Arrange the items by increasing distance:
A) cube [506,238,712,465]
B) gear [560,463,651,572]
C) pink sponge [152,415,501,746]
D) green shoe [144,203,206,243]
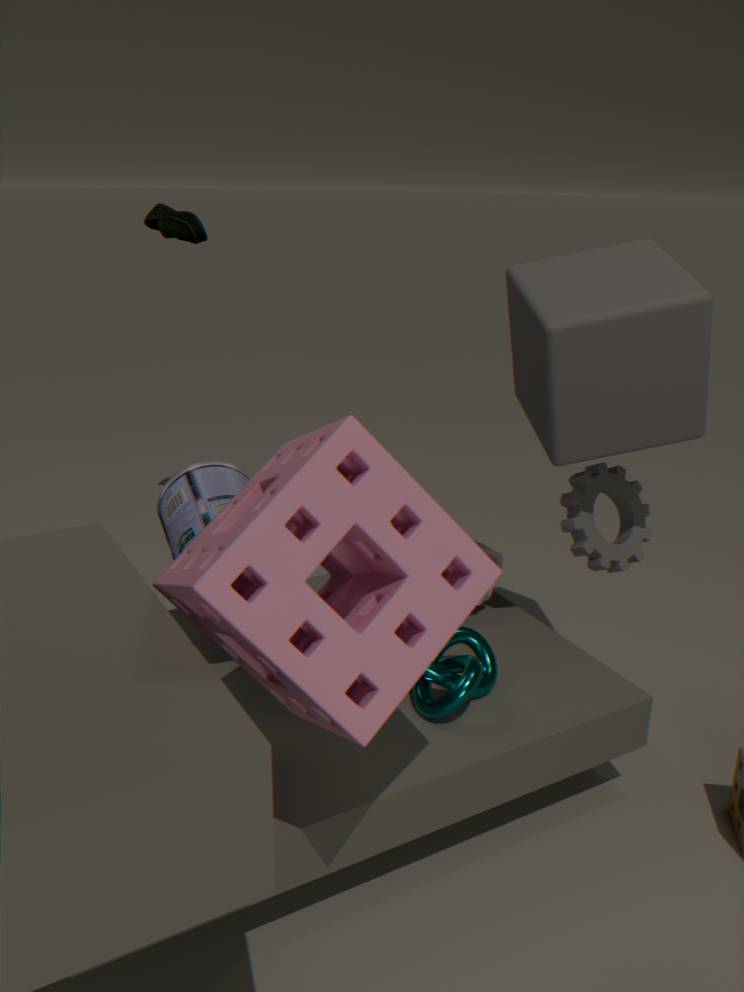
pink sponge [152,415,501,746], cube [506,238,712,465], gear [560,463,651,572], green shoe [144,203,206,243]
